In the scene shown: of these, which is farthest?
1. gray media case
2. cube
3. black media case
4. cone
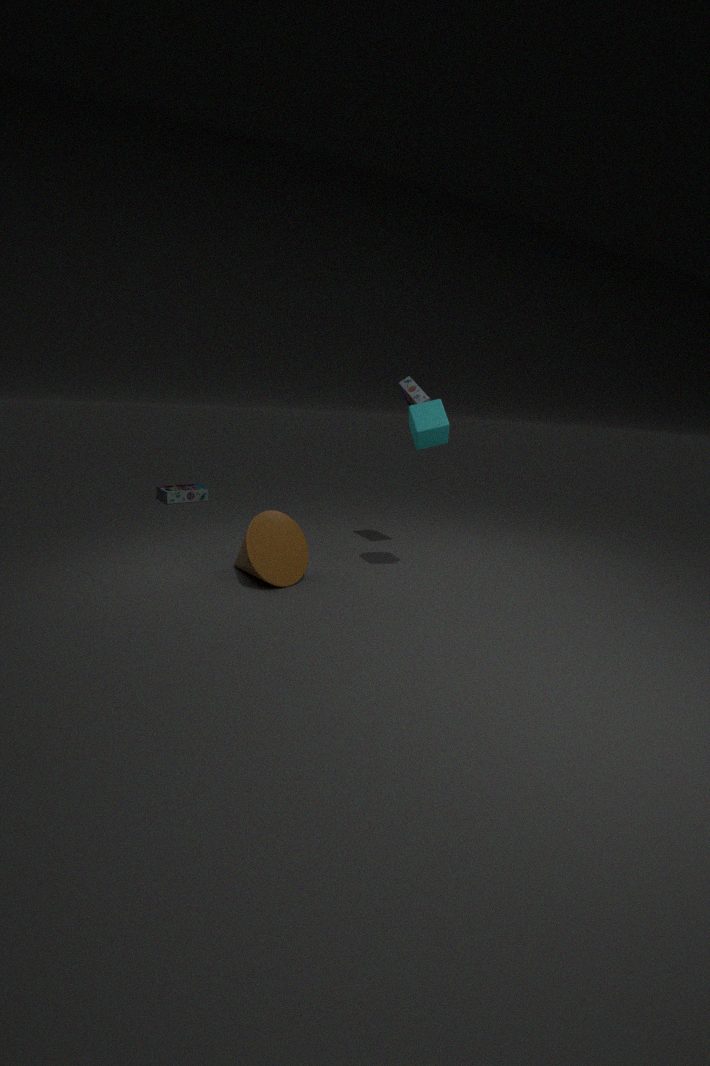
black media case
